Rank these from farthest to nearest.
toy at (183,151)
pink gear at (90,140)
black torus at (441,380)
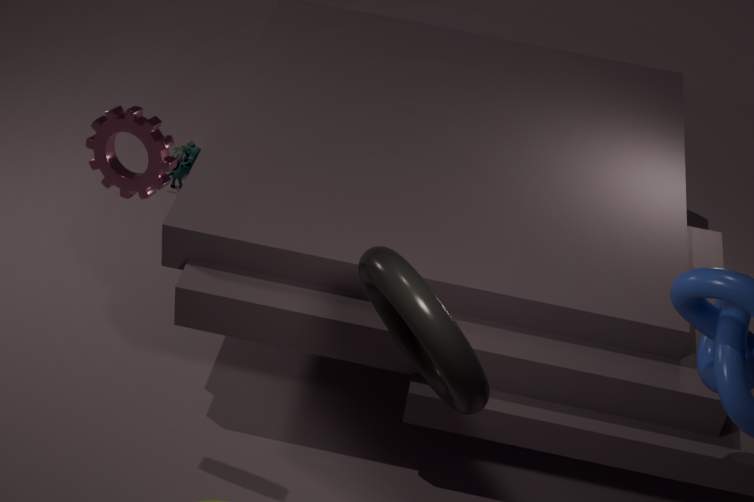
toy at (183,151)
pink gear at (90,140)
black torus at (441,380)
